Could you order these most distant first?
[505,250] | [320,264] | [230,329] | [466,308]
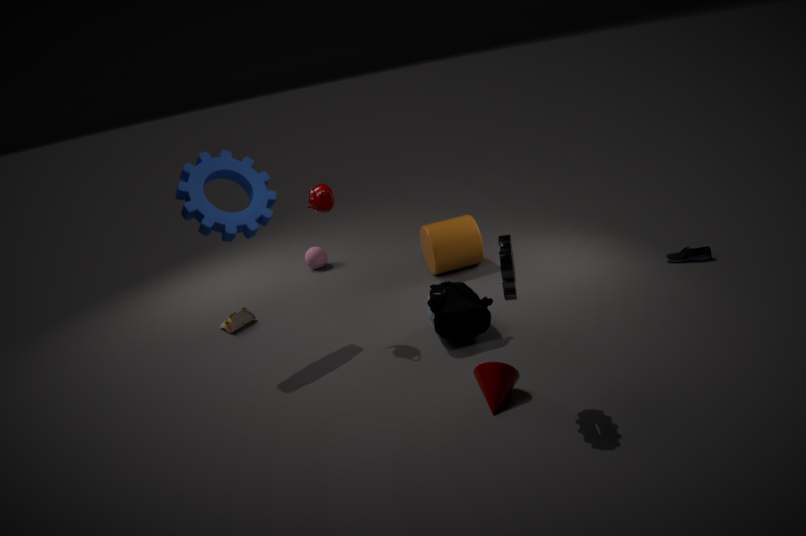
1. [320,264]
2. [230,329]
3. [466,308]
4. [505,250]
